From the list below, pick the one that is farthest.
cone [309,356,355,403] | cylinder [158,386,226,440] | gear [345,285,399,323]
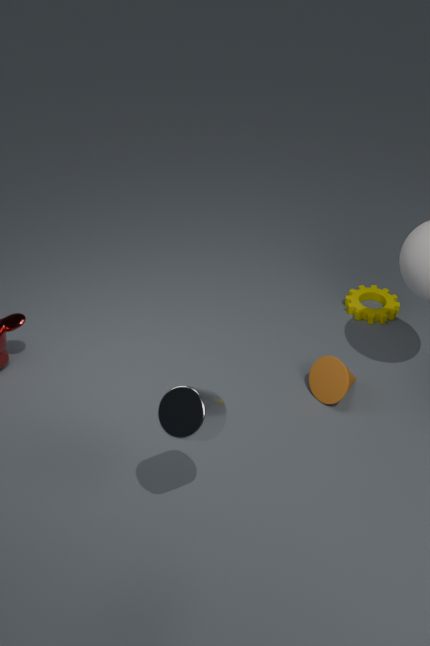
gear [345,285,399,323]
